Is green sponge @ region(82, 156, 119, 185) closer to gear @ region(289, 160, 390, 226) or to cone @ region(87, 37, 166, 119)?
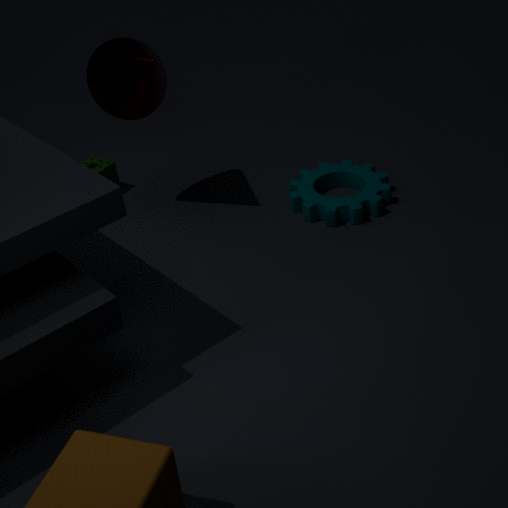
cone @ region(87, 37, 166, 119)
